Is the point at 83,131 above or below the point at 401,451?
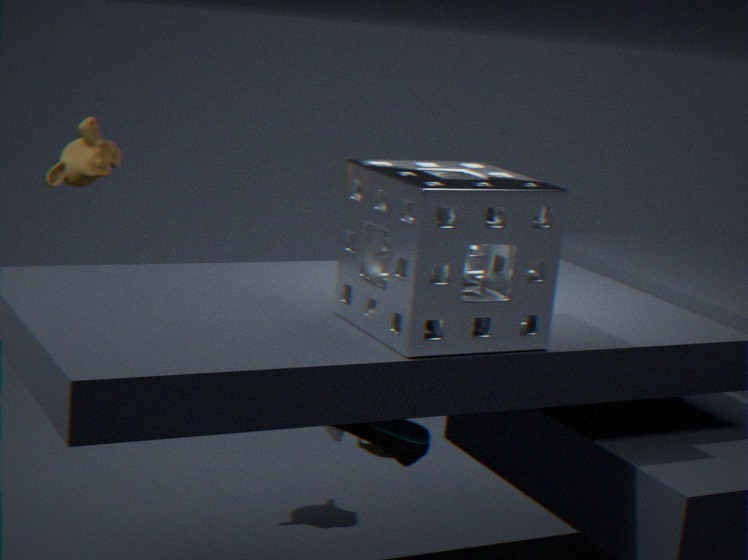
above
